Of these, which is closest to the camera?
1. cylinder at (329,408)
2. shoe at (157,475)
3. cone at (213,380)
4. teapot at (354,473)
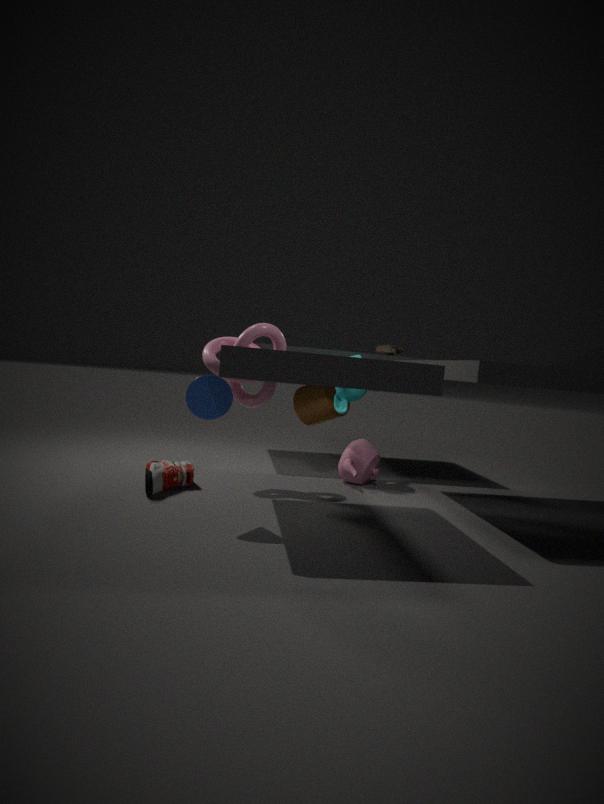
cone at (213,380)
